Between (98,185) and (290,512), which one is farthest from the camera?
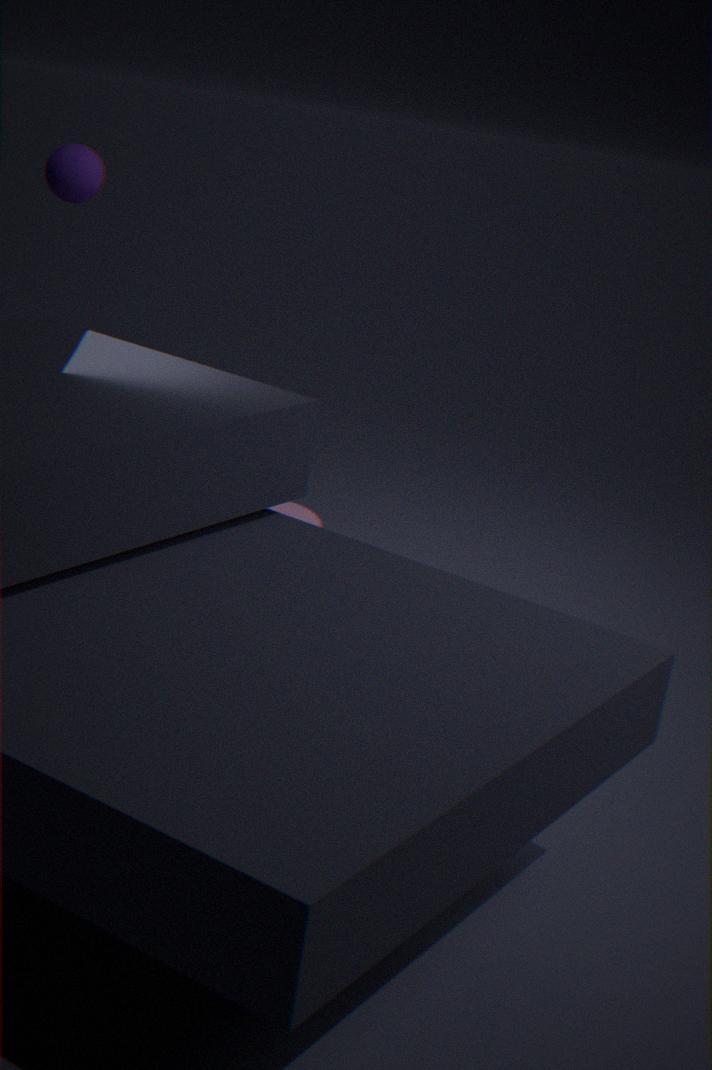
(98,185)
